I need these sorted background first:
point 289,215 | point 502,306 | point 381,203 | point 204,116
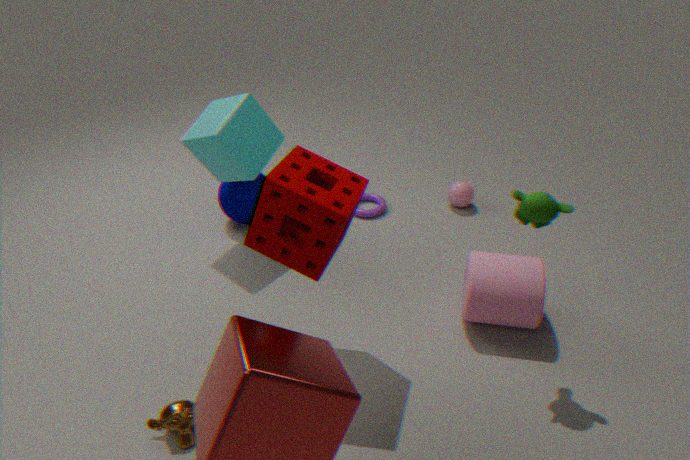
1. point 381,203
2. point 204,116
3. point 502,306
4. point 289,215
